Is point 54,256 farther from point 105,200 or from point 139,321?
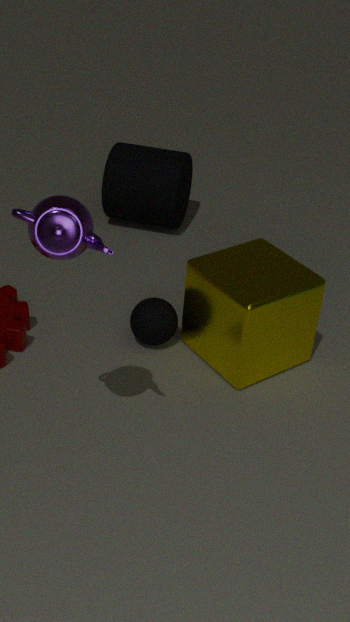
point 105,200
